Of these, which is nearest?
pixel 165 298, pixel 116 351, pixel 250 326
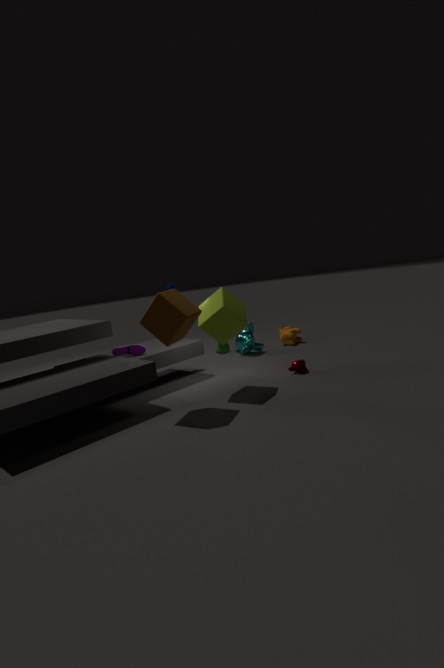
pixel 165 298
